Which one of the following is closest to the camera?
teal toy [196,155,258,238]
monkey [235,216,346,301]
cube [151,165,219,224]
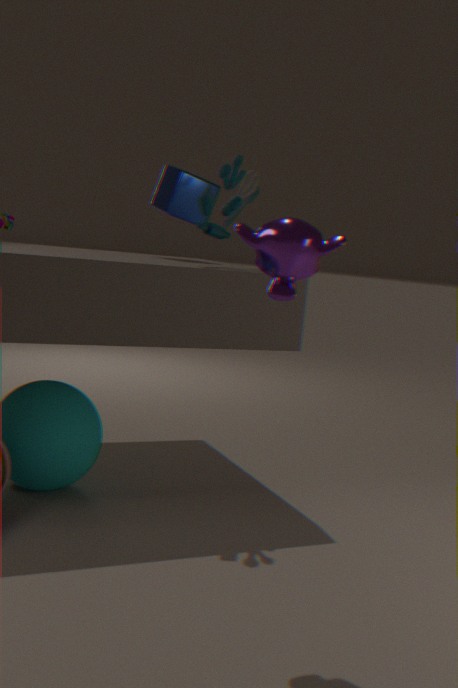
monkey [235,216,346,301]
